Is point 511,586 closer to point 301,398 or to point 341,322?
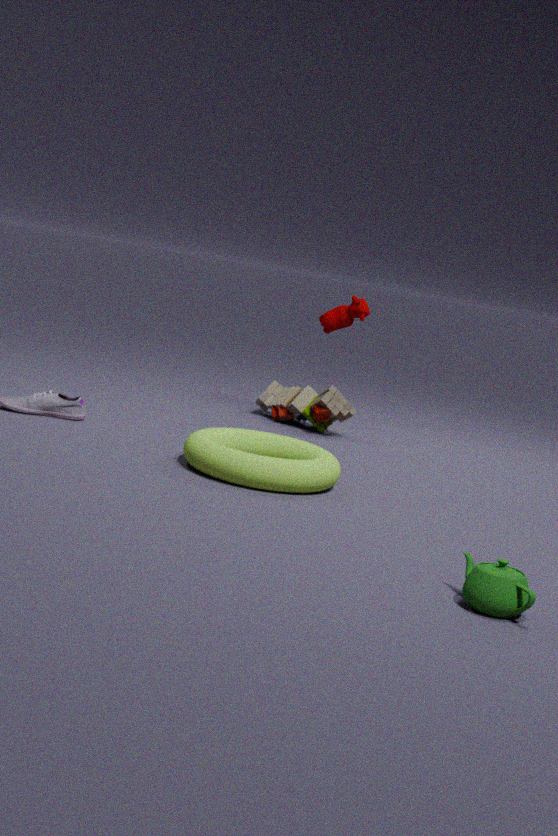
point 301,398
